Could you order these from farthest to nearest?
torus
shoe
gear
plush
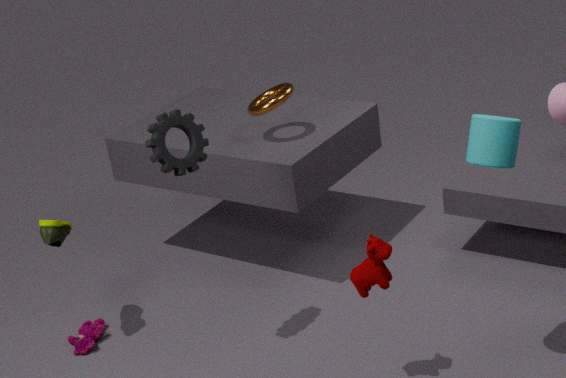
torus, plush, shoe, gear
